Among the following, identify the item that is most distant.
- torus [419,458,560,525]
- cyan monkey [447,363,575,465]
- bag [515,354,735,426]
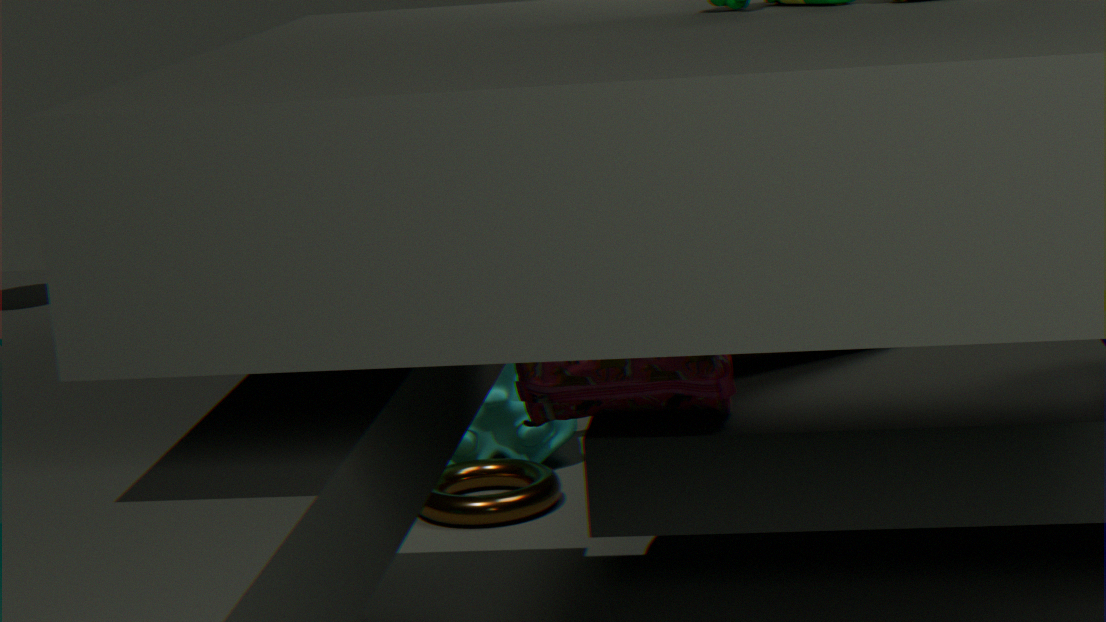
cyan monkey [447,363,575,465]
